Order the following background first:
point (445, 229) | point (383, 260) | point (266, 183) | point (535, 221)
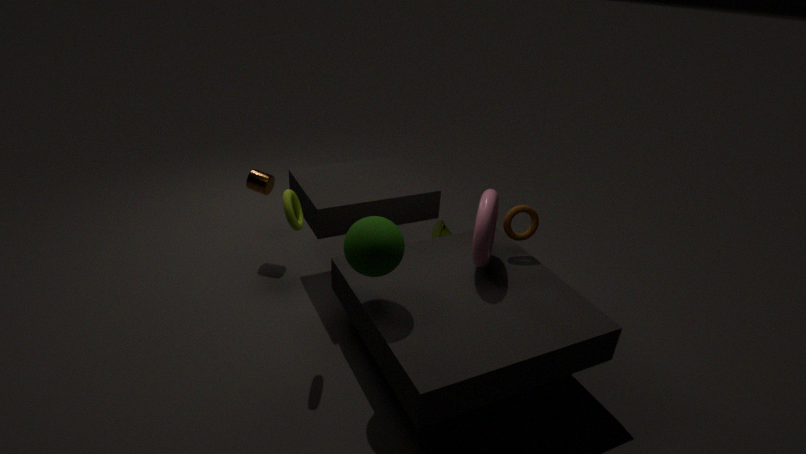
point (445, 229), point (266, 183), point (535, 221), point (383, 260)
